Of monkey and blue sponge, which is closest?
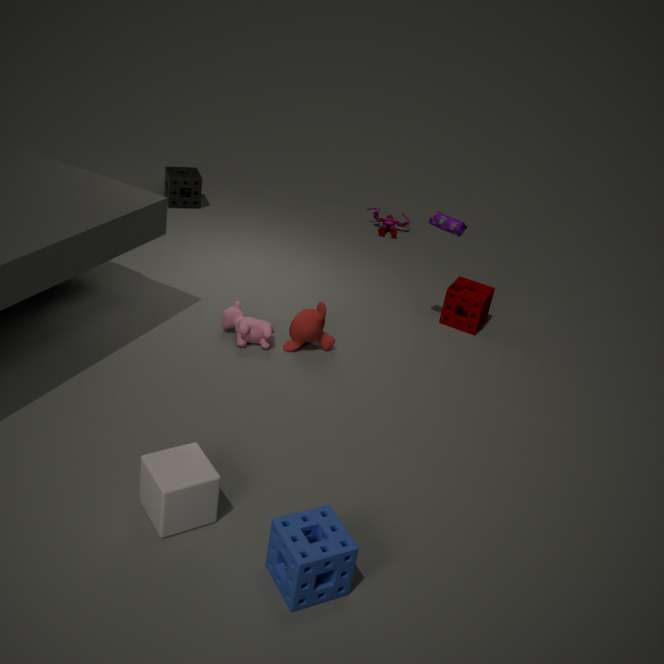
blue sponge
